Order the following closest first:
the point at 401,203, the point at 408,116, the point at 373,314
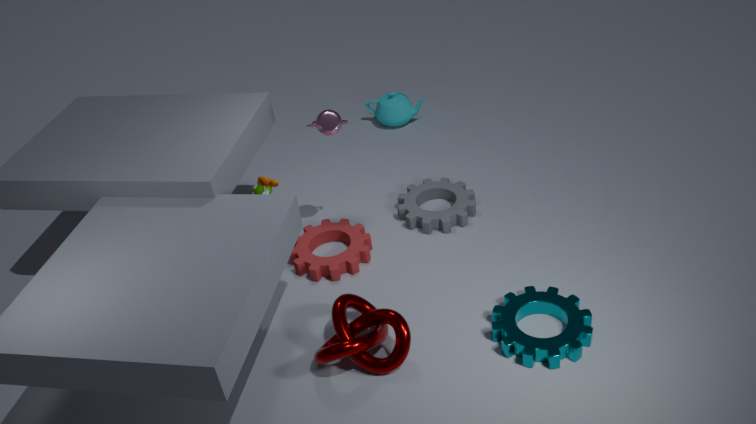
the point at 373,314 → the point at 401,203 → the point at 408,116
